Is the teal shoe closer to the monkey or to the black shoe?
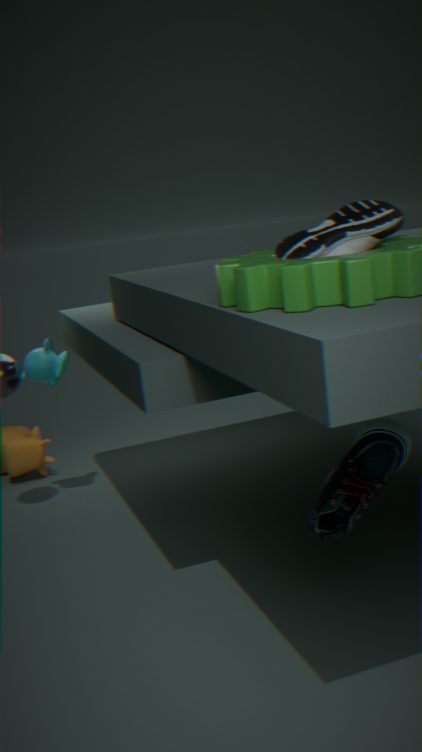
the black shoe
